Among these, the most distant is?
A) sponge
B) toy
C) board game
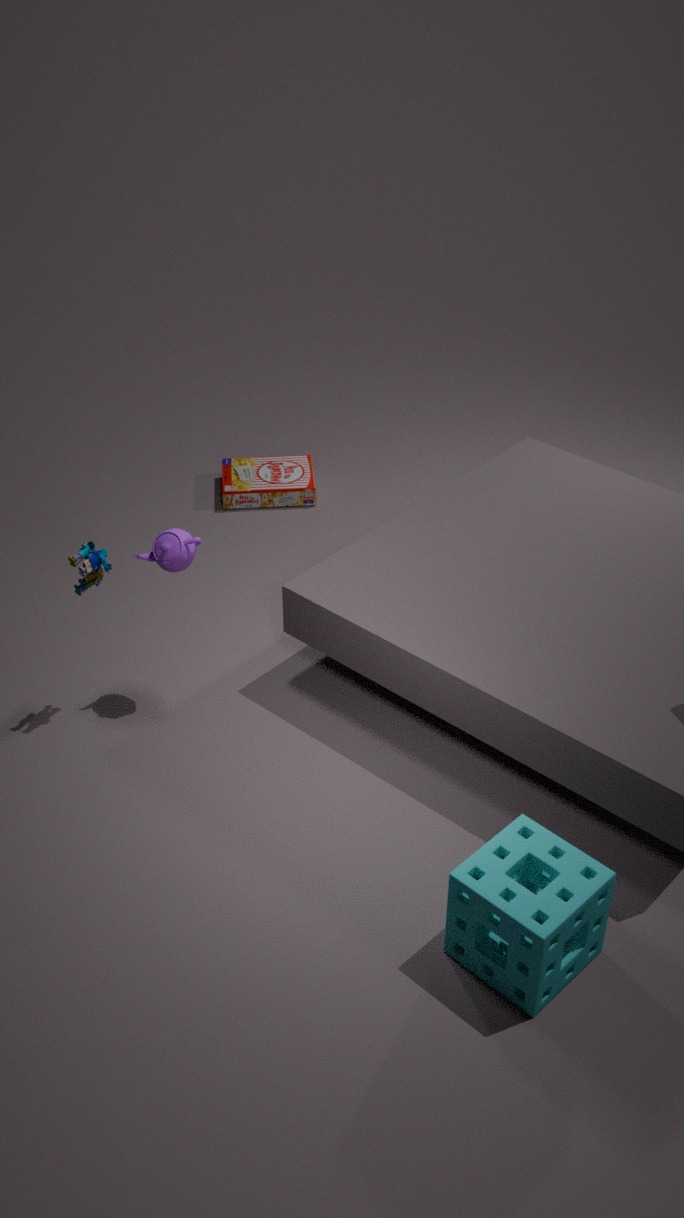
board game
